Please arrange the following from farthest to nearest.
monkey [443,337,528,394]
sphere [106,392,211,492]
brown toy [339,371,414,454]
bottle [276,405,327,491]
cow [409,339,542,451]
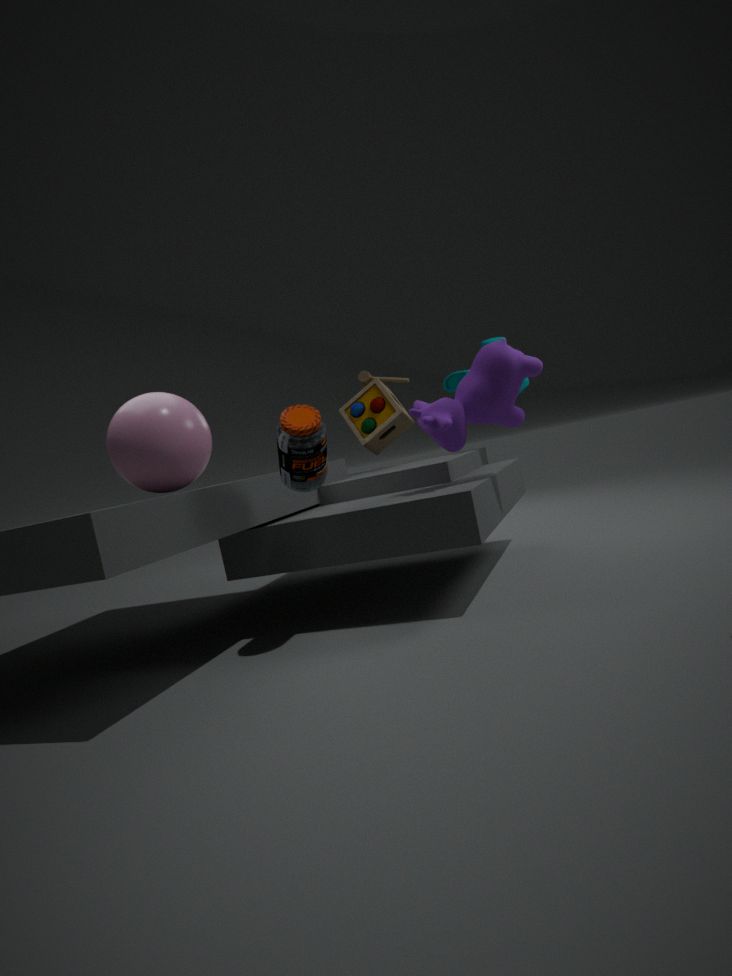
1. brown toy [339,371,414,454]
2. monkey [443,337,528,394]
3. cow [409,339,542,451]
4. sphere [106,392,211,492]
5. bottle [276,405,327,491]
